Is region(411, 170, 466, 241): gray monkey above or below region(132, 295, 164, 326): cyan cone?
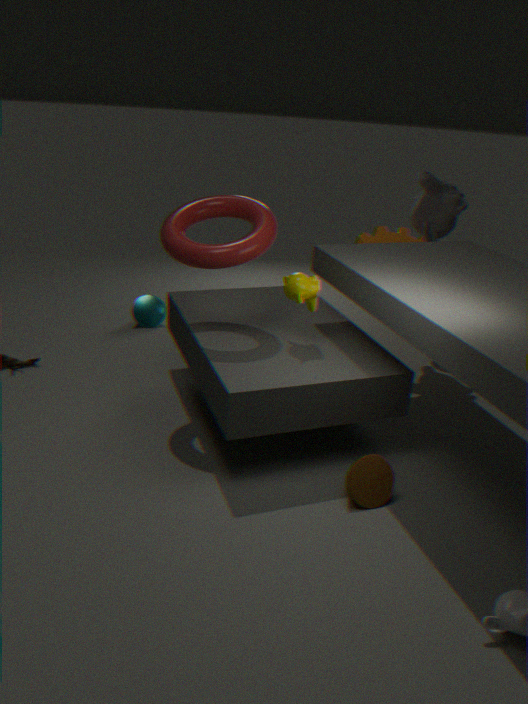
above
